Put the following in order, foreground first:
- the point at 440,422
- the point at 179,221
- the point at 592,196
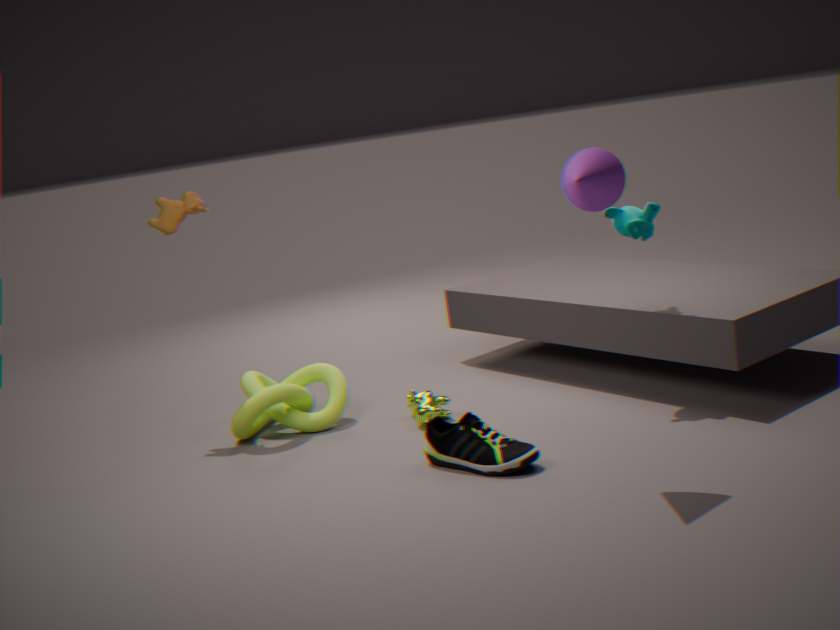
the point at 592,196
the point at 440,422
the point at 179,221
